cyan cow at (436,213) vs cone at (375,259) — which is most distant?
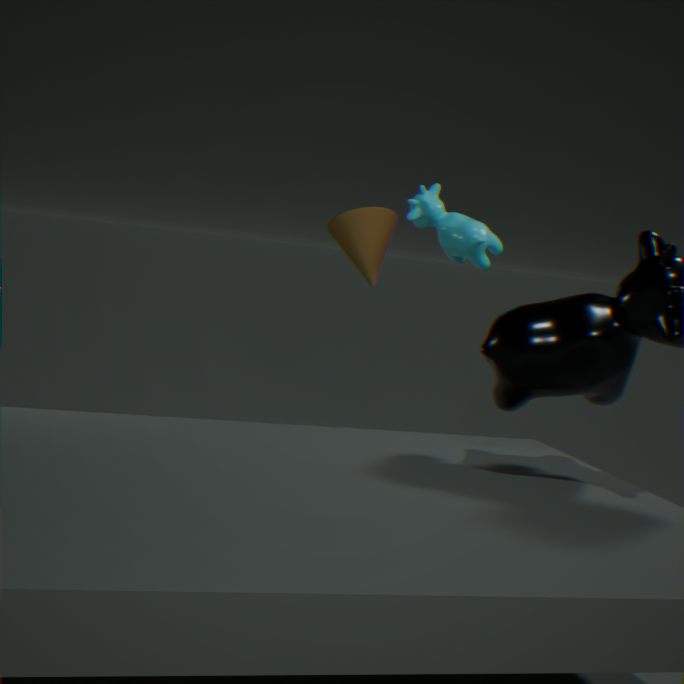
cone at (375,259)
